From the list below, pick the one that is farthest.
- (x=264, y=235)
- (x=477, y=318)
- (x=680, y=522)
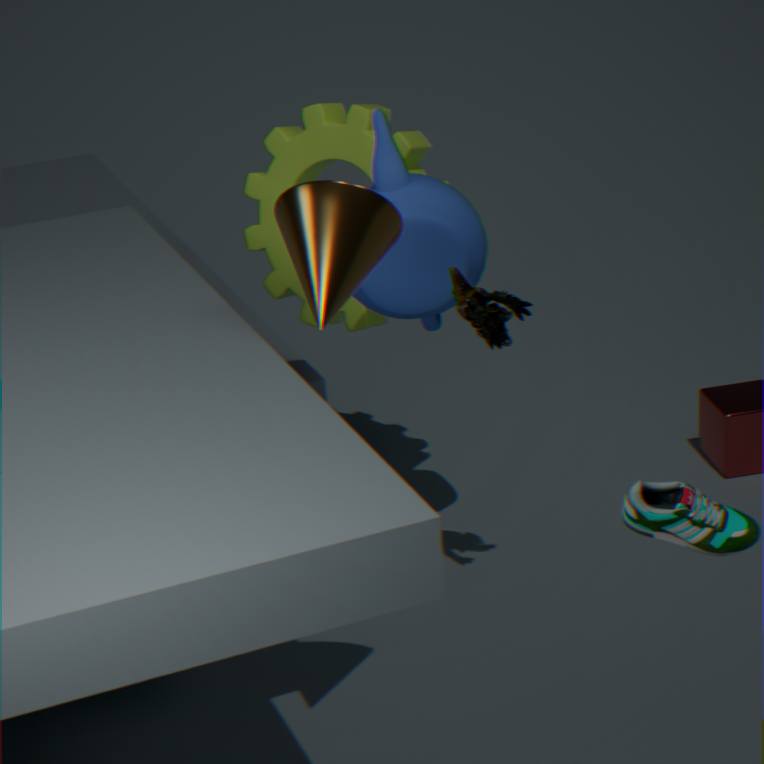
(x=264, y=235)
